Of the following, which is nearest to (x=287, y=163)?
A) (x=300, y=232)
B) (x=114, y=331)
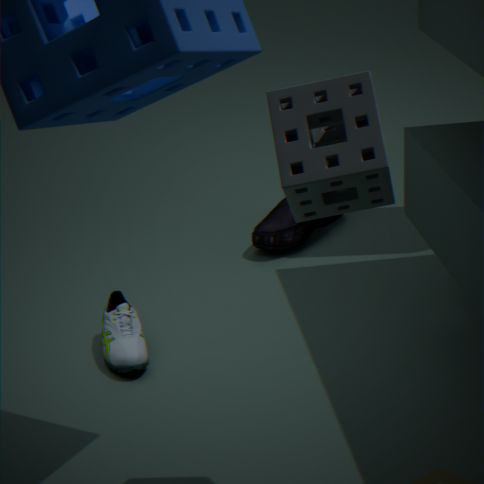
(x=114, y=331)
